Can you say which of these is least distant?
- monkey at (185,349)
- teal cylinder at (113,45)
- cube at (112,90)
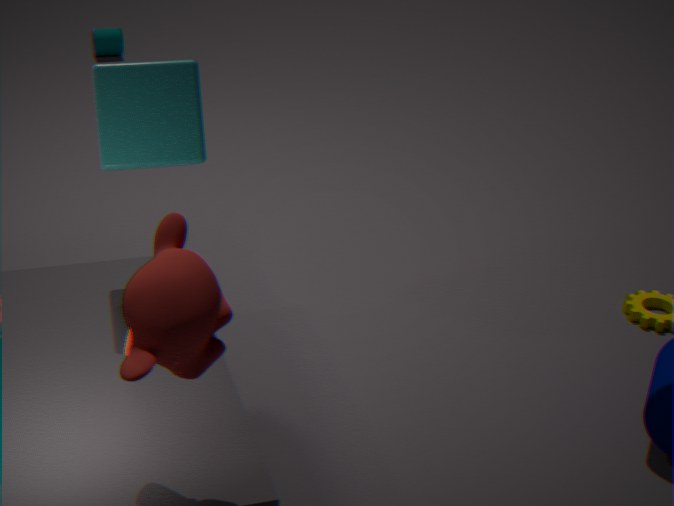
monkey at (185,349)
